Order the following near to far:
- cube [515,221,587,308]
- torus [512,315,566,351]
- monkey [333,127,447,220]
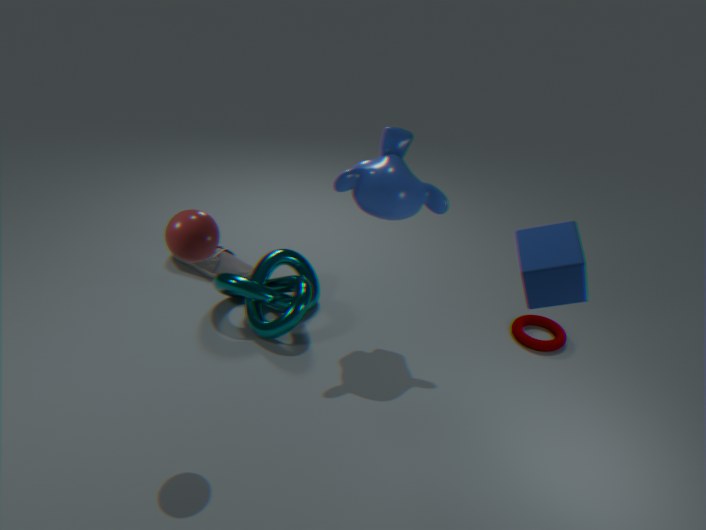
cube [515,221,587,308]
monkey [333,127,447,220]
torus [512,315,566,351]
